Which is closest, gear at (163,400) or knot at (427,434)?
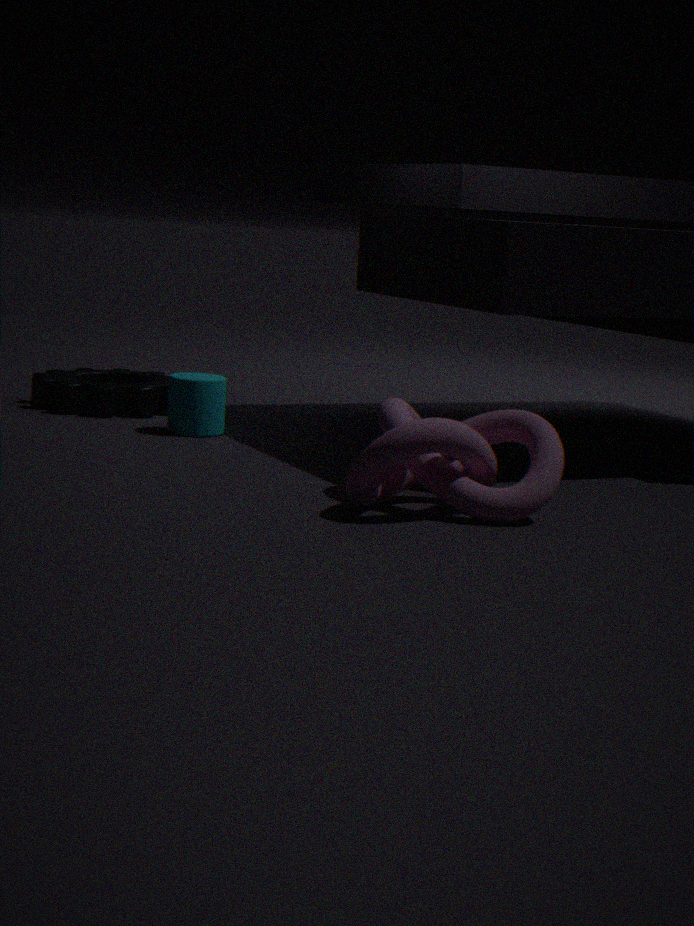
knot at (427,434)
